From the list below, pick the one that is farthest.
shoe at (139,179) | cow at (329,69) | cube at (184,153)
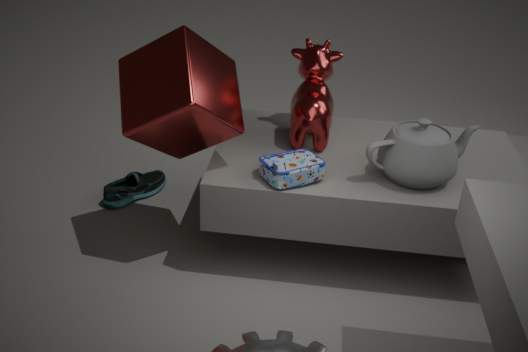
A: shoe at (139,179)
